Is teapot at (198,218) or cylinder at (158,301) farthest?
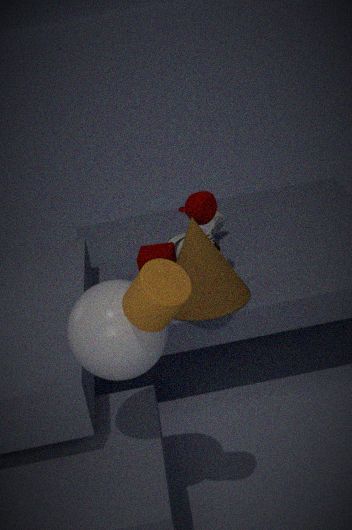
teapot at (198,218)
